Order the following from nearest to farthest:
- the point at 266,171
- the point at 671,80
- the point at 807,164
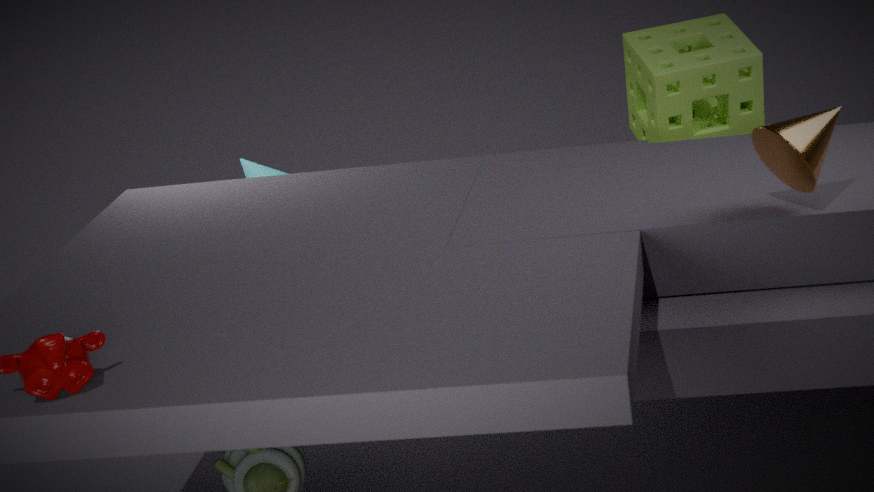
the point at 807,164, the point at 671,80, the point at 266,171
